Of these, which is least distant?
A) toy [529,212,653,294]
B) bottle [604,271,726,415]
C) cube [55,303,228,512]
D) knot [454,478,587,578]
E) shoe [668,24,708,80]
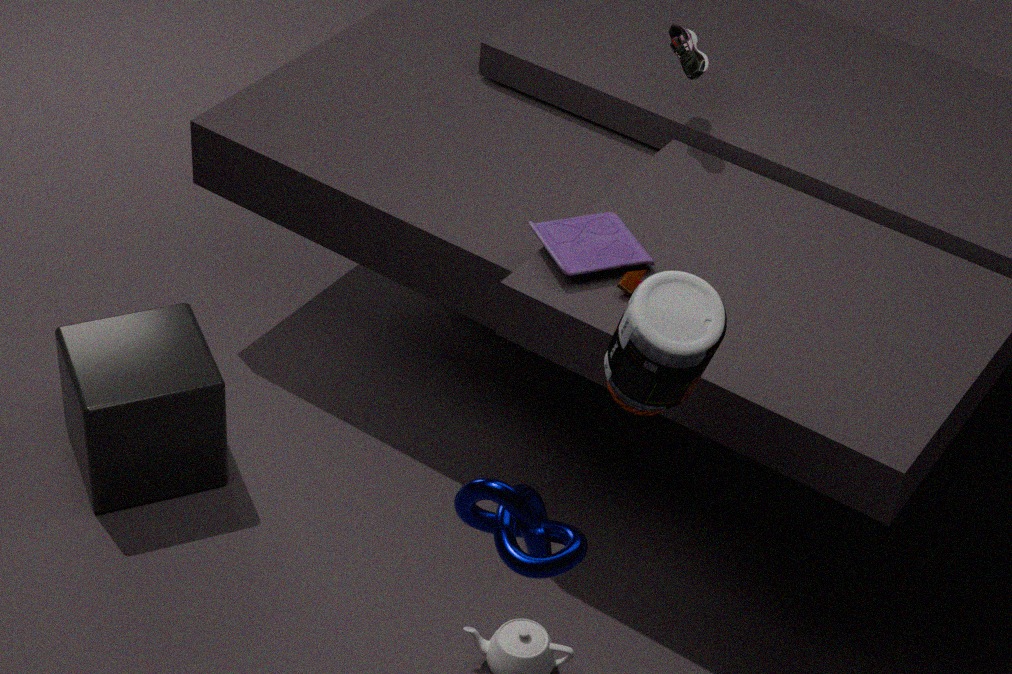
knot [454,478,587,578]
